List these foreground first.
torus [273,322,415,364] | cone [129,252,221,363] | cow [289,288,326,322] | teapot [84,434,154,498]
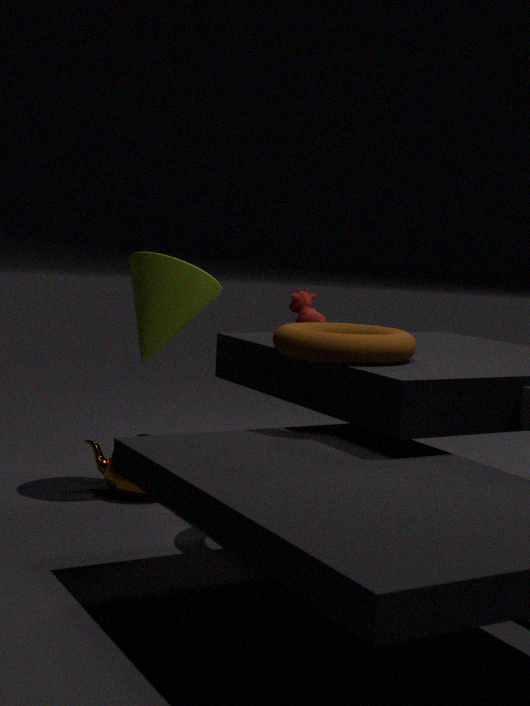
torus [273,322,415,364], cow [289,288,326,322], cone [129,252,221,363], teapot [84,434,154,498]
